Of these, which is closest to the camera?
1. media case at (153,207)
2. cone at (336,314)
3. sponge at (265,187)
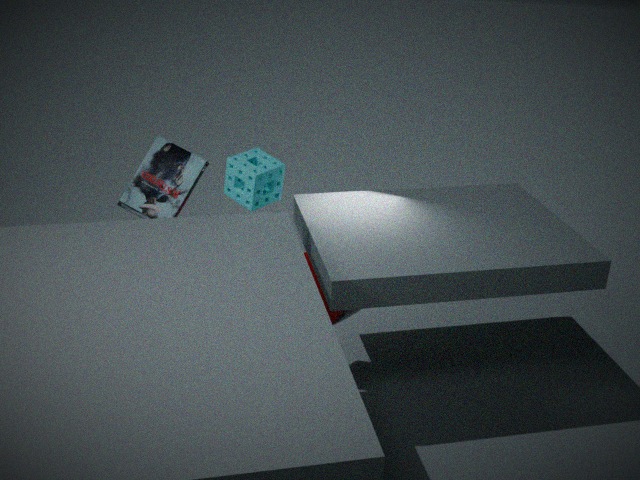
sponge at (265,187)
